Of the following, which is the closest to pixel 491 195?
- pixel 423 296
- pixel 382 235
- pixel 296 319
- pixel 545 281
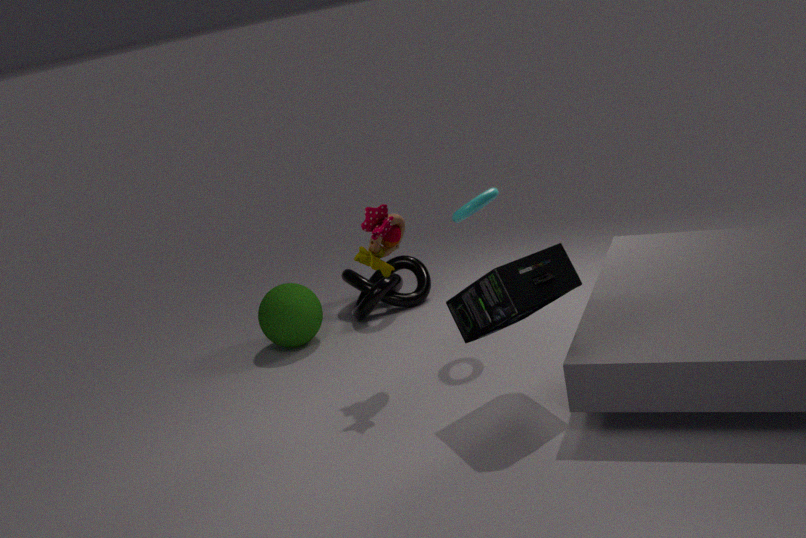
pixel 382 235
